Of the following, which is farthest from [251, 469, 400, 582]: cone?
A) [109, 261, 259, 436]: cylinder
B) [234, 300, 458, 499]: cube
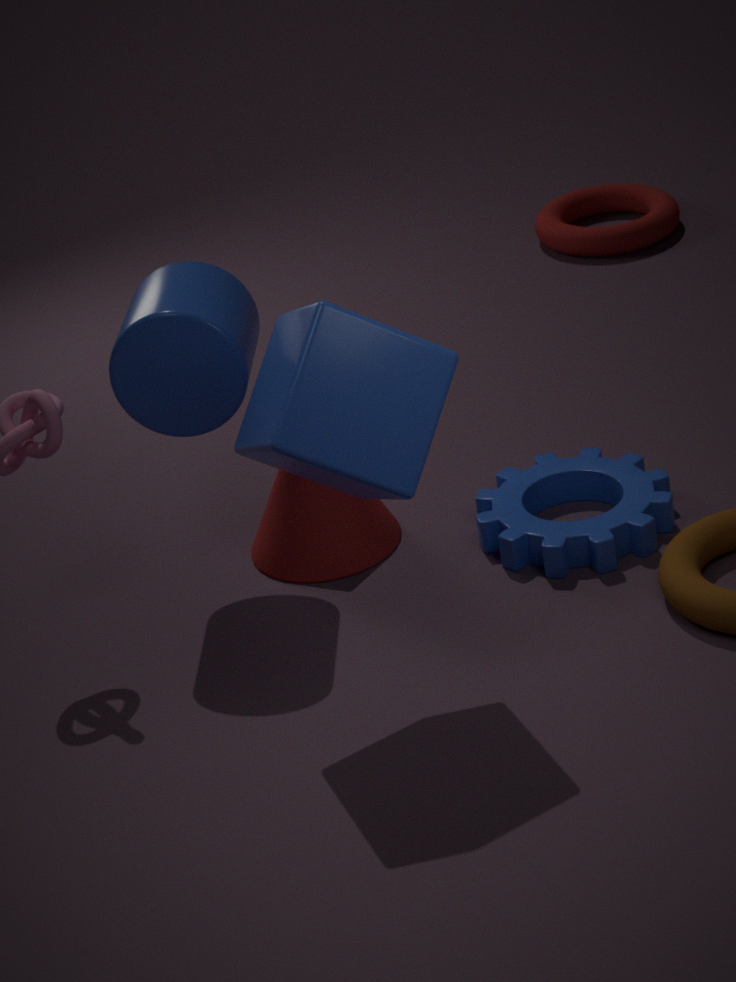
[234, 300, 458, 499]: cube
